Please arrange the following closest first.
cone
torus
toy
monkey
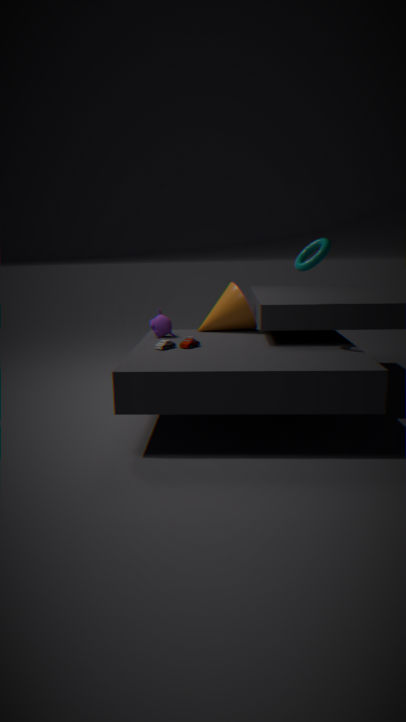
torus, toy, monkey, cone
